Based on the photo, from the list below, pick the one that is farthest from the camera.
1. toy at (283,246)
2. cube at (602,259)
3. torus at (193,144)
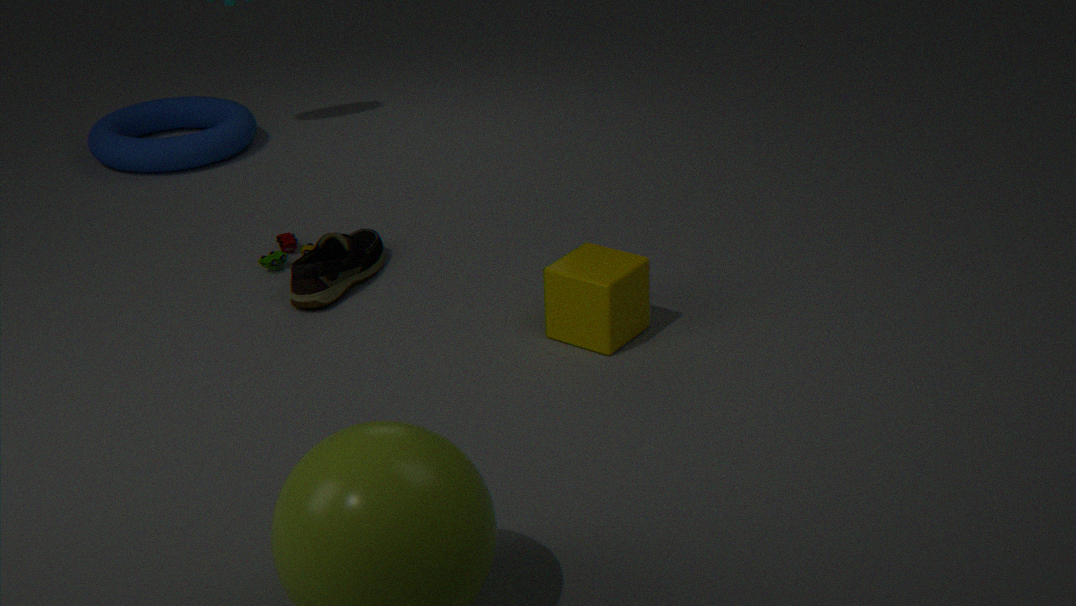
torus at (193,144)
